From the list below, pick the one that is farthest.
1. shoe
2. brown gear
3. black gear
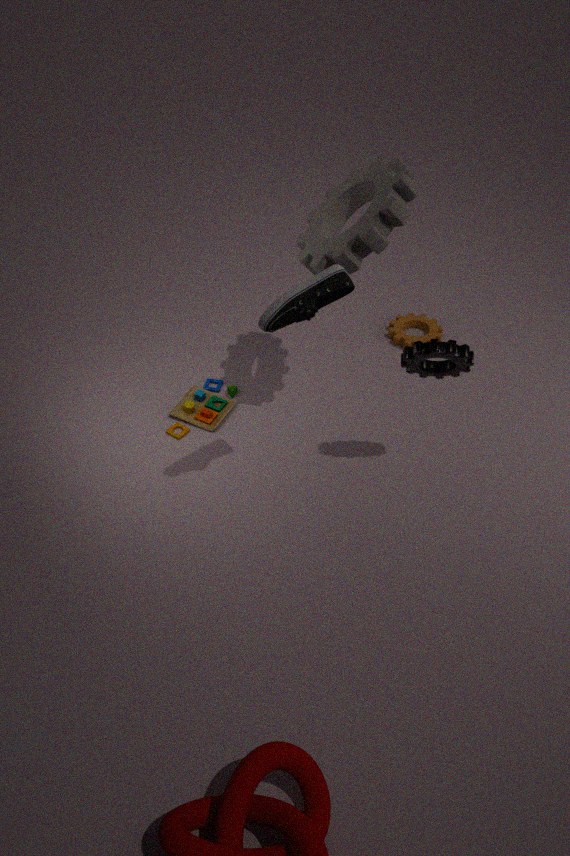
brown gear
